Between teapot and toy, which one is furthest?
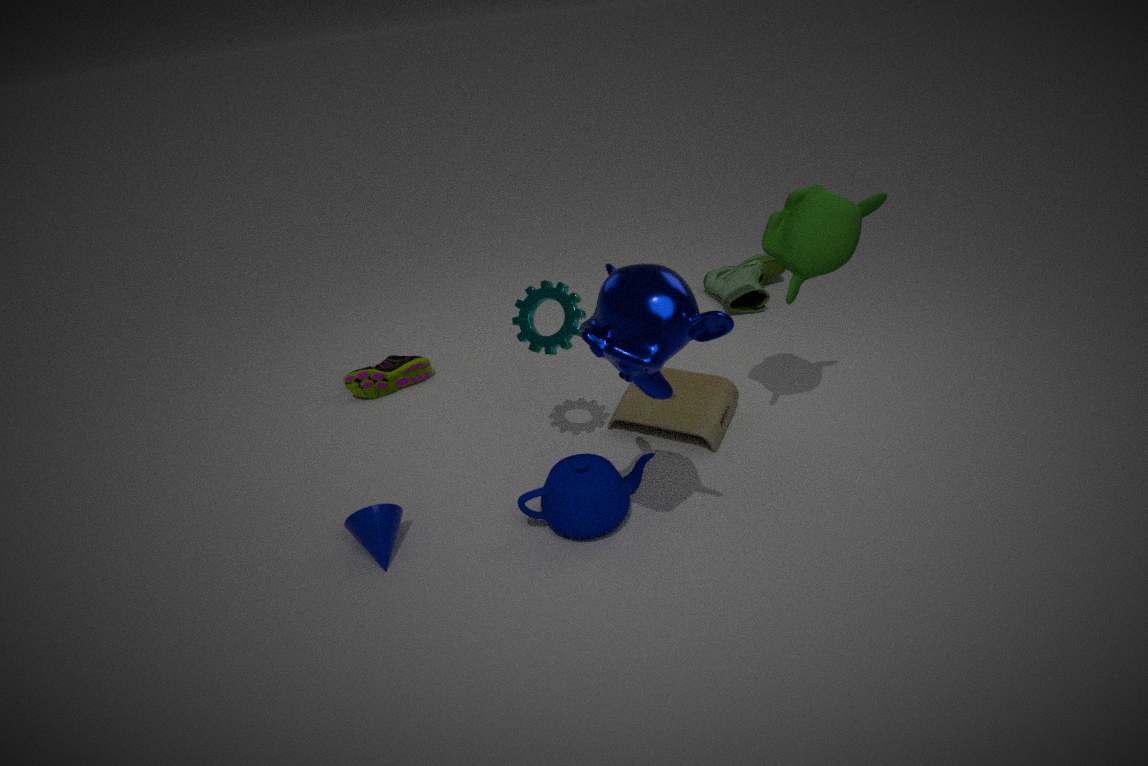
toy
